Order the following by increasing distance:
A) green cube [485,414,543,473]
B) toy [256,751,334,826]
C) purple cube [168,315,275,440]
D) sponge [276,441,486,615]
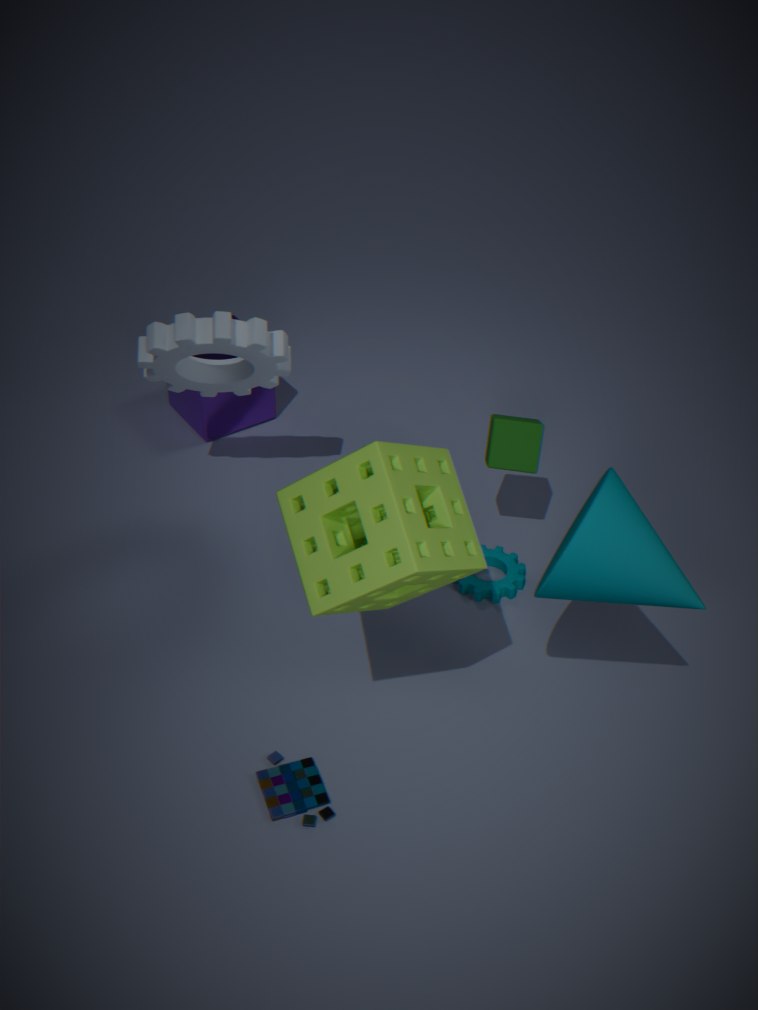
sponge [276,441,486,615] < toy [256,751,334,826] < green cube [485,414,543,473] < purple cube [168,315,275,440]
